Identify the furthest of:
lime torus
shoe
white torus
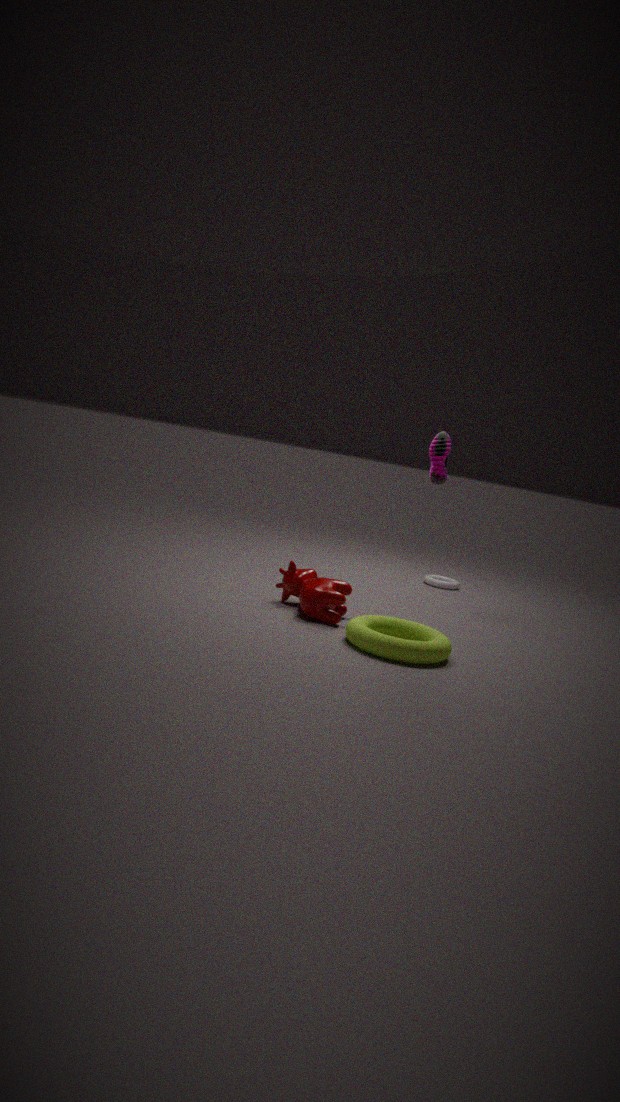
white torus
